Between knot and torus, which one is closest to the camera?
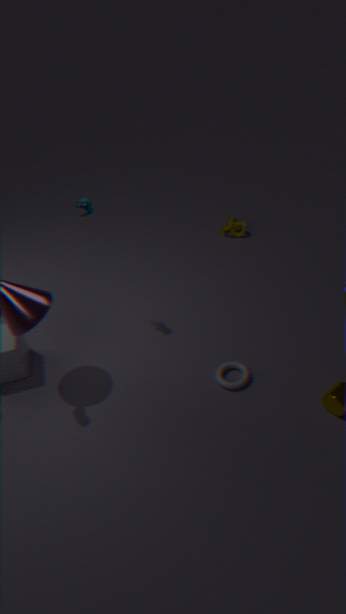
torus
